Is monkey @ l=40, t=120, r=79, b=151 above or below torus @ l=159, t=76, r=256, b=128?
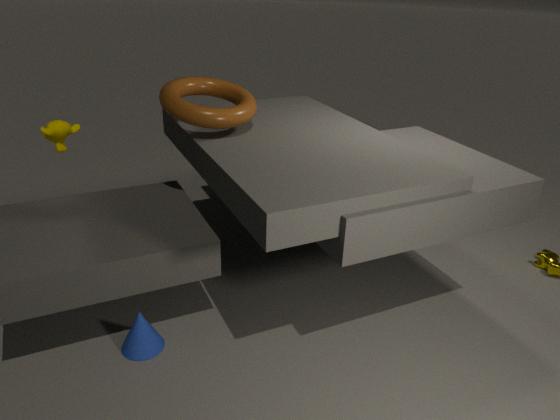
below
